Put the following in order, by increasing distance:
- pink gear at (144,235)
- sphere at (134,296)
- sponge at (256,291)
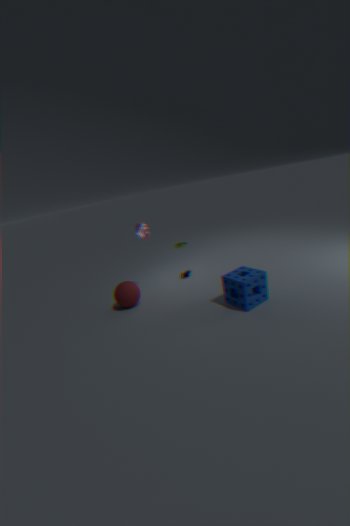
sponge at (256,291) < sphere at (134,296) < pink gear at (144,235)
